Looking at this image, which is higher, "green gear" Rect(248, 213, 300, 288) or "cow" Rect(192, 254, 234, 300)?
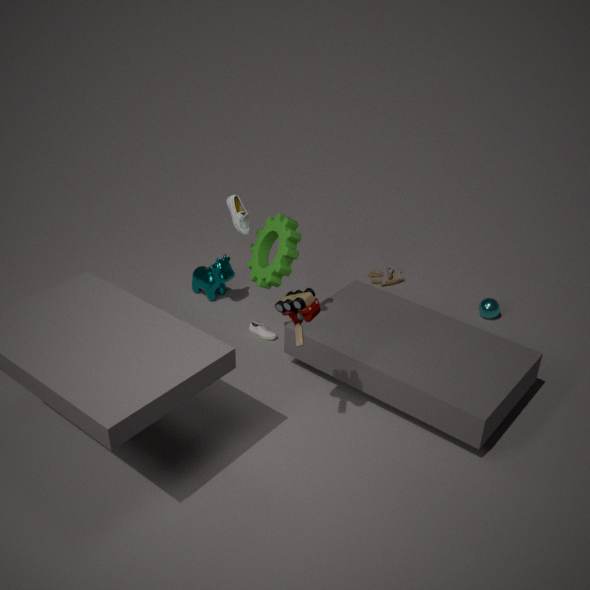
"green gear" Rect(248, 213, 300, 288)
